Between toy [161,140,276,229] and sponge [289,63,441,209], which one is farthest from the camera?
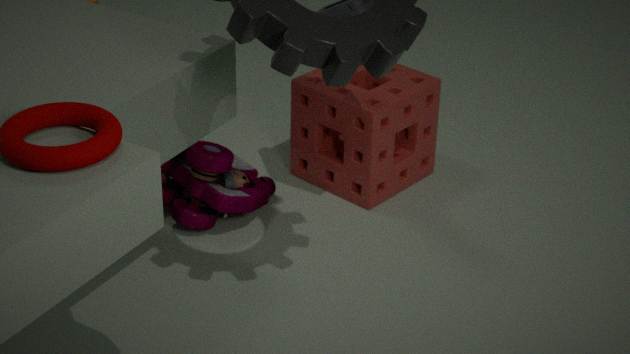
sponge [289,63,441,209]
